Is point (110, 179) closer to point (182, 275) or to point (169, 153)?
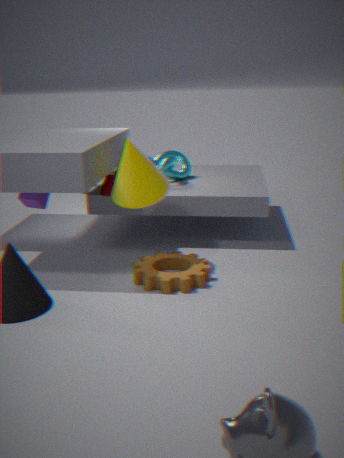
point (169, 153)
